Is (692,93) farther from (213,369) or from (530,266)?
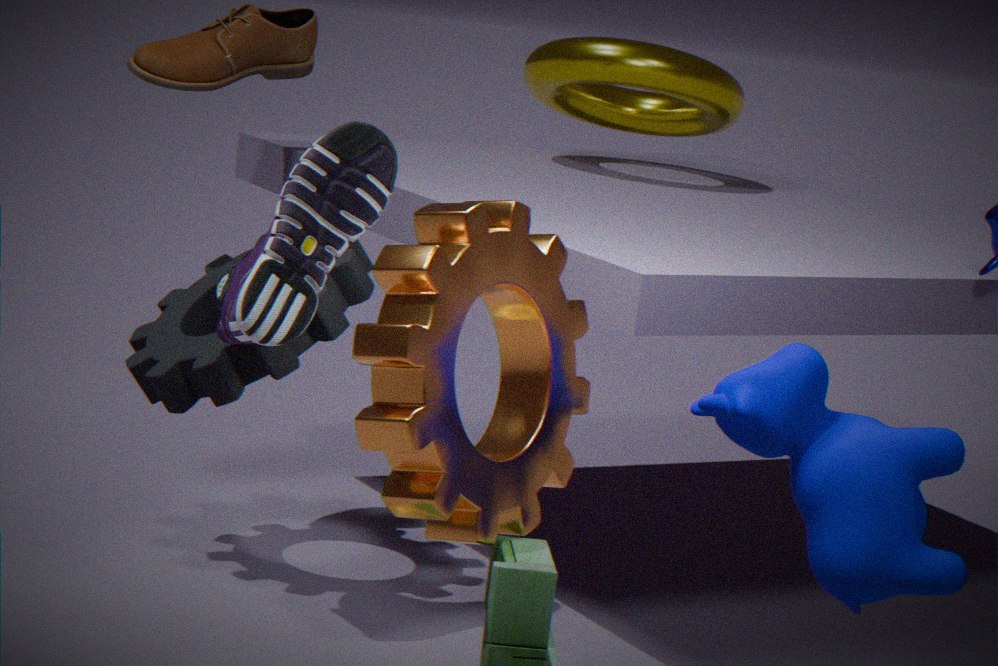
(530,266)
